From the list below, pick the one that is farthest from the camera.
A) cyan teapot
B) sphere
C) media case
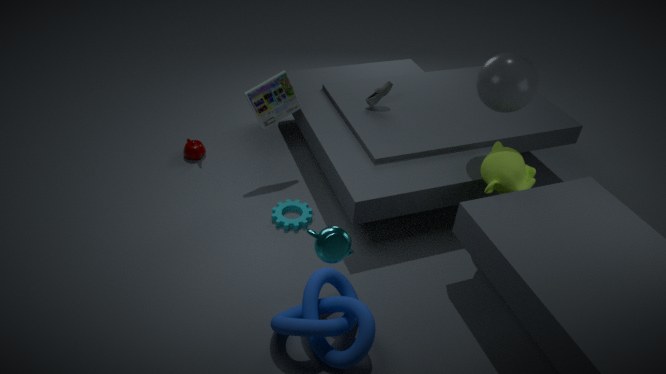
media case
